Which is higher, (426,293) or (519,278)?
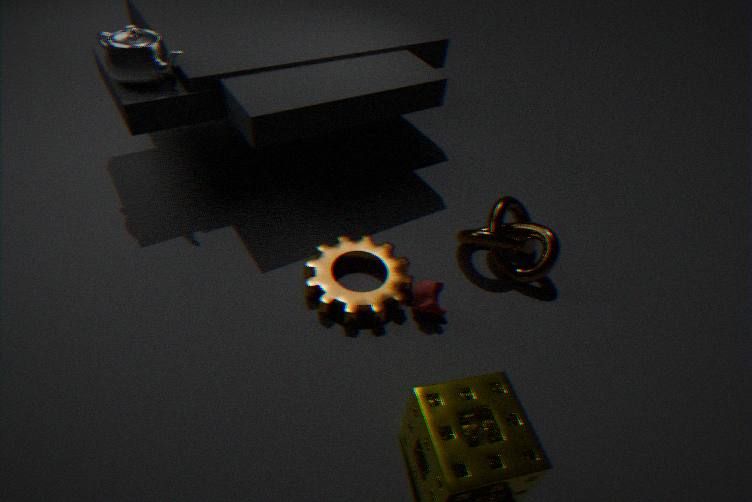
(519,278)
